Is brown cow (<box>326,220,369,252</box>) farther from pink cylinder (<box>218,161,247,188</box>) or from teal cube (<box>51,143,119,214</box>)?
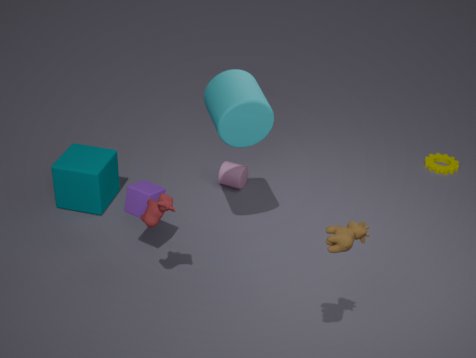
teal cube (<box>51,143,119,214</box>)
